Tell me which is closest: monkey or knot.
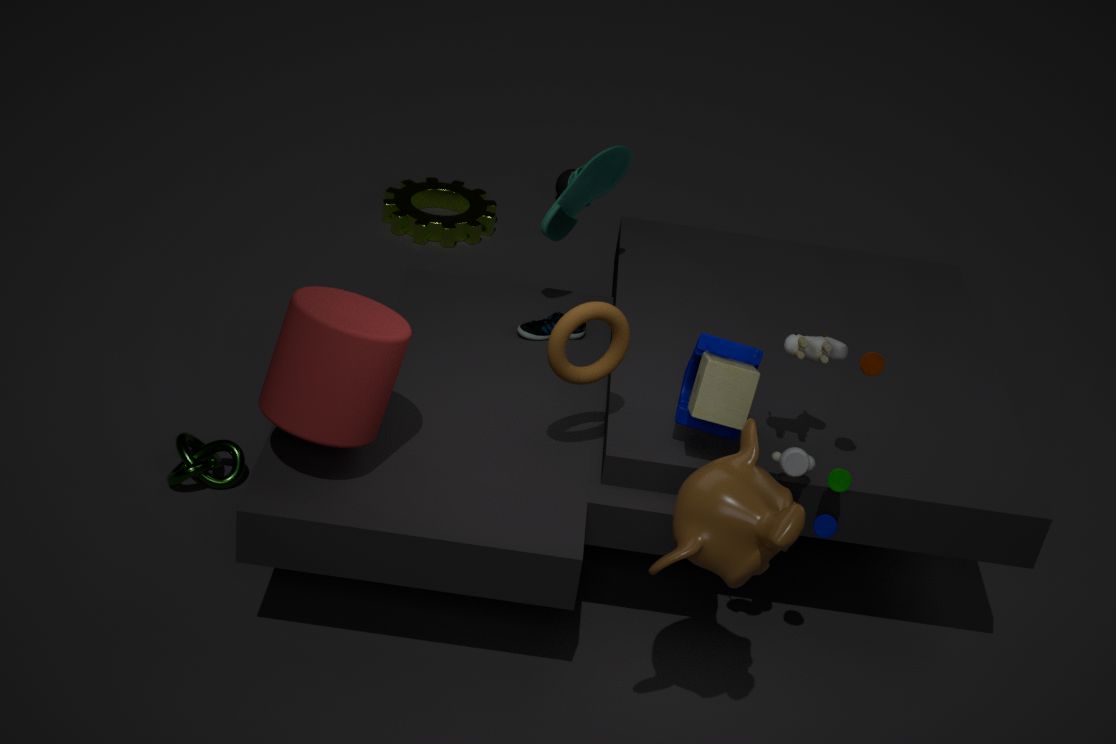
monkey
